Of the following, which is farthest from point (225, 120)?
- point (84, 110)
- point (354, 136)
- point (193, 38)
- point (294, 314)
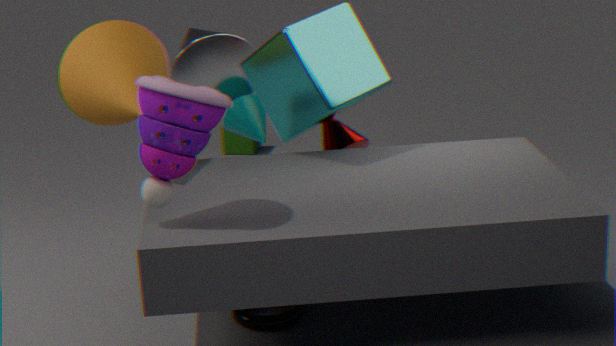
point (294, 314)
